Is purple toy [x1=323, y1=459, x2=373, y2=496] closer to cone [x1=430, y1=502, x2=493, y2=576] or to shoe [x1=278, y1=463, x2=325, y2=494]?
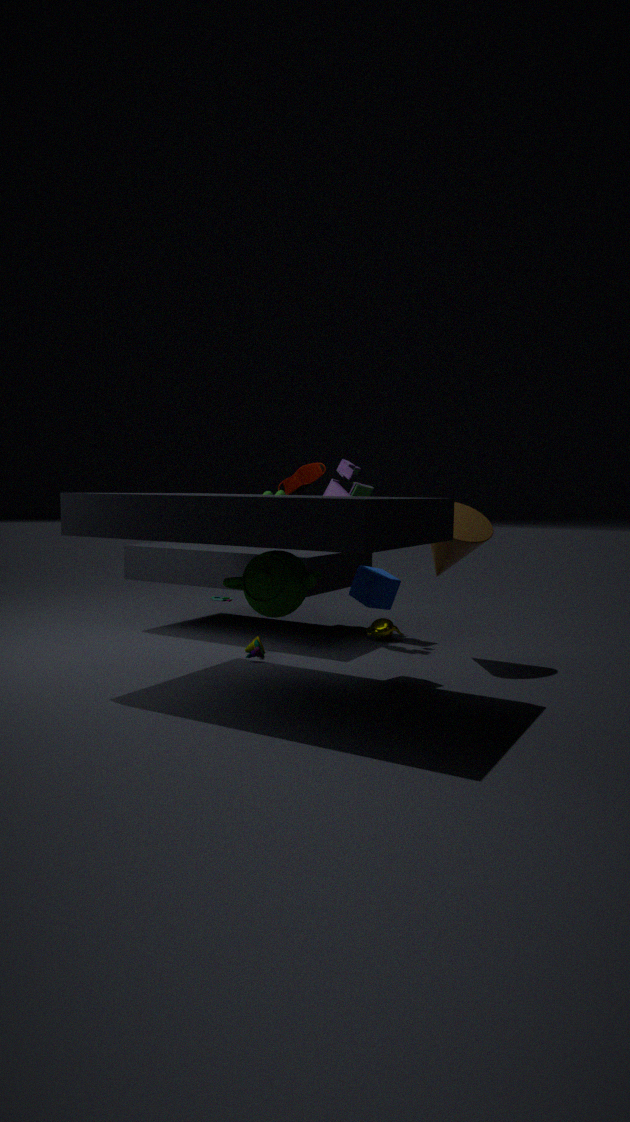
shoe [x1=278, y1=463, x2=325, y2=494]
